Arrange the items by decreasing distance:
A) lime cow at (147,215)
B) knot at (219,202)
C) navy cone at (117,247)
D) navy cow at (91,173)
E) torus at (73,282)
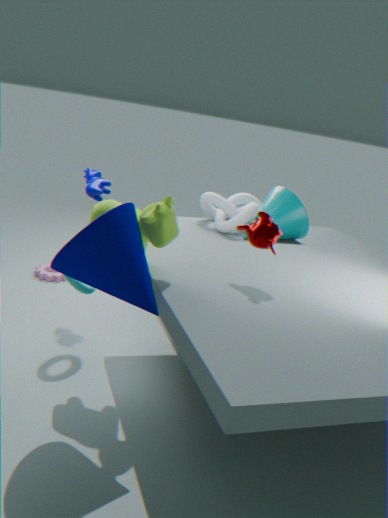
knot at (219,202) → navy cow at (91,173) → torus at (73,282) → lime cow at (147,215) → navy cone at (117,247)
